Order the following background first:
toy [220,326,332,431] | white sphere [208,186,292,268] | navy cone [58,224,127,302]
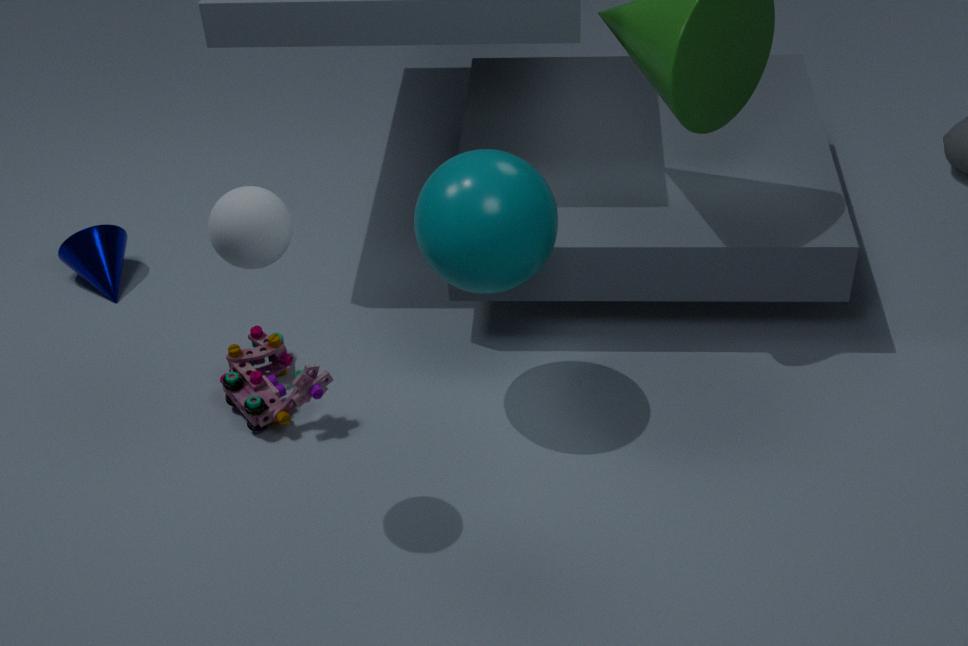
navy cone [58,224,127,302]
toy [220,326,332,431]
white sphere [208,186,292,268]
